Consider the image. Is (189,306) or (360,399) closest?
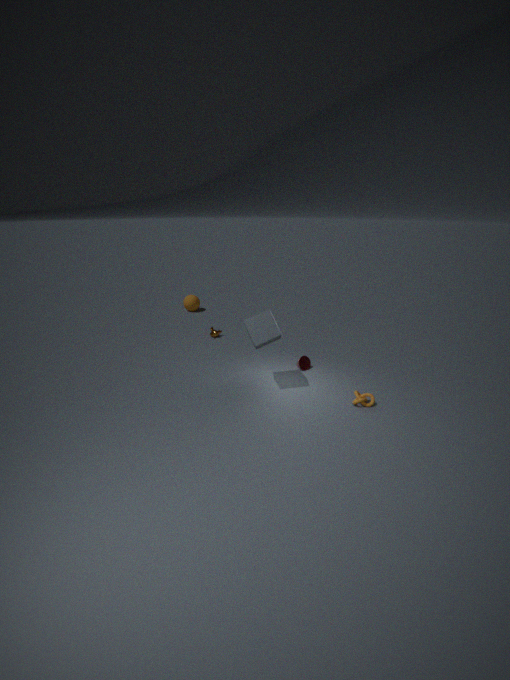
(360,399)
